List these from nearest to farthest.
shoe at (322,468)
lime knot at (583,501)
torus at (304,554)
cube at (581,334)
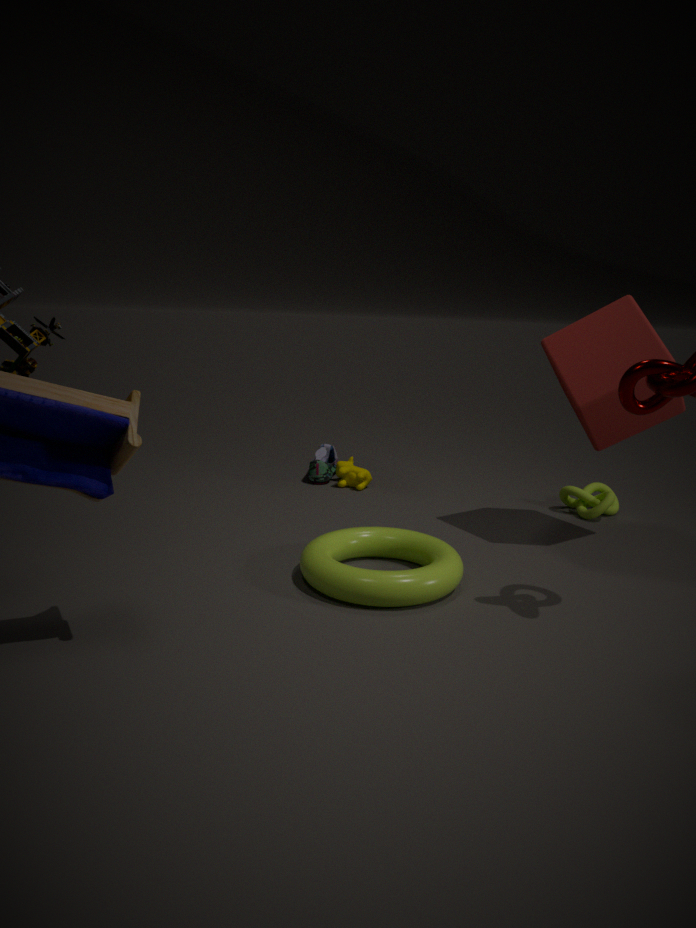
torus at (304,554)
cube at (581,334)
lime knot at (583,501)
shoe at (322,468)
